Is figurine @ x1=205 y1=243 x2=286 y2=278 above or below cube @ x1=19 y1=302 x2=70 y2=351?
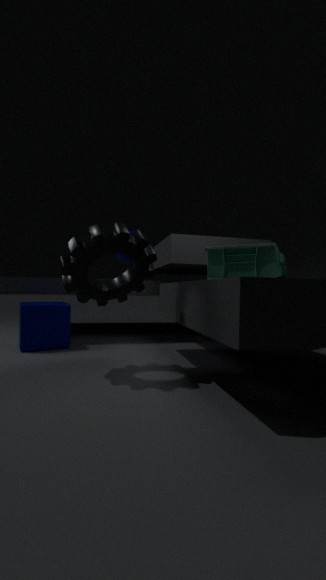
above
